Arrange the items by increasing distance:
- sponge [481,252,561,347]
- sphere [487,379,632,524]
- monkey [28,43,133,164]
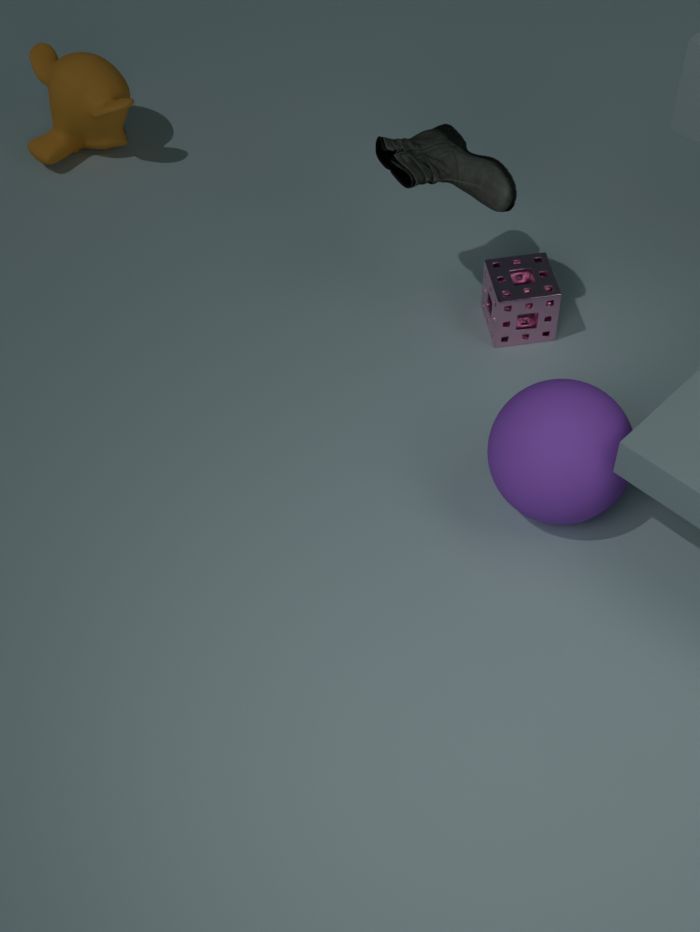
sphere [487,379,632,524], sponge [481,252,561,347], monkey [28,43,133,164]
